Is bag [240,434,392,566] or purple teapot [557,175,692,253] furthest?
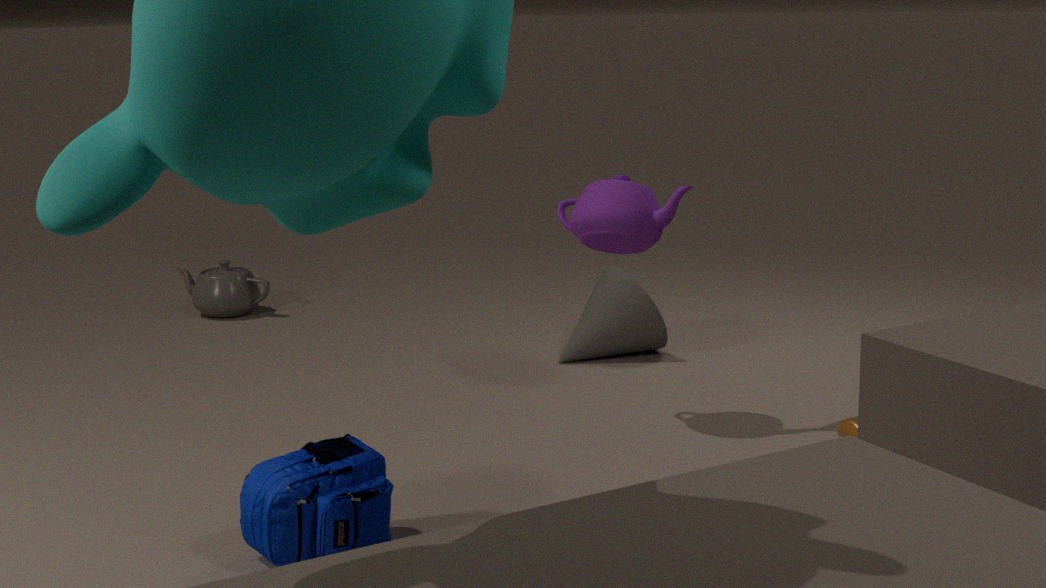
purple teapot [557,175,692,253]
